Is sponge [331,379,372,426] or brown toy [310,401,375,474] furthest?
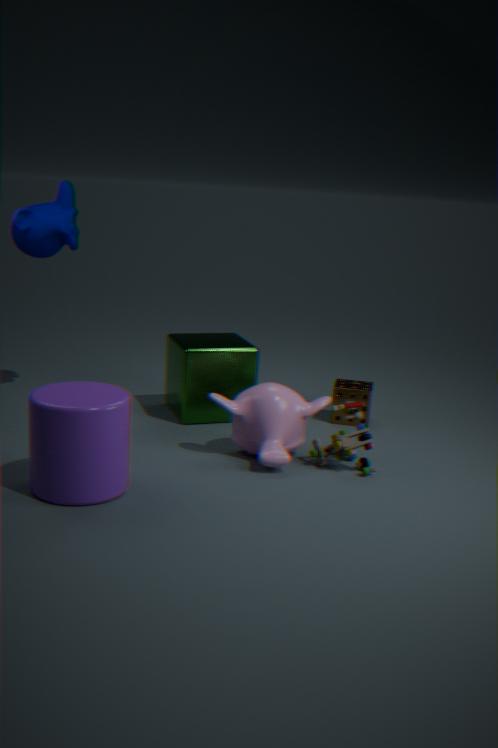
sponge [331,379,372,426]
